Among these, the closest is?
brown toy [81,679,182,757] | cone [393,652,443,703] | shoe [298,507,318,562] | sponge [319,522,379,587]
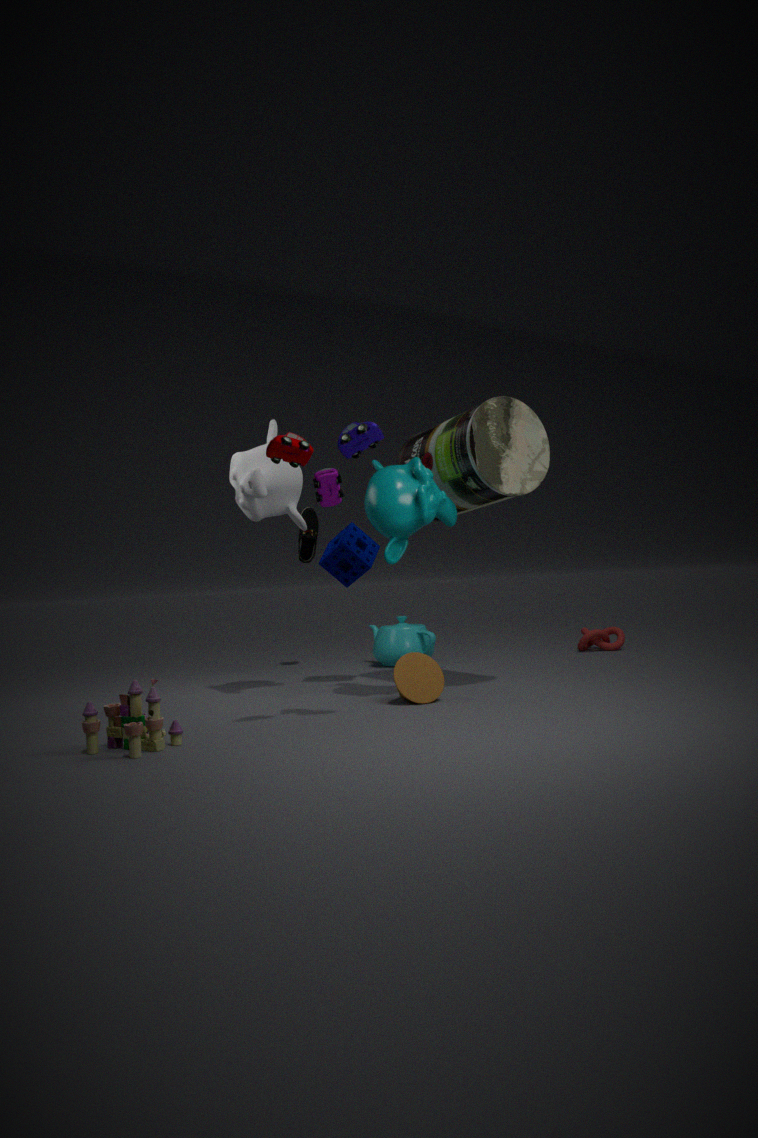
brown toy [81,679,182,757]
